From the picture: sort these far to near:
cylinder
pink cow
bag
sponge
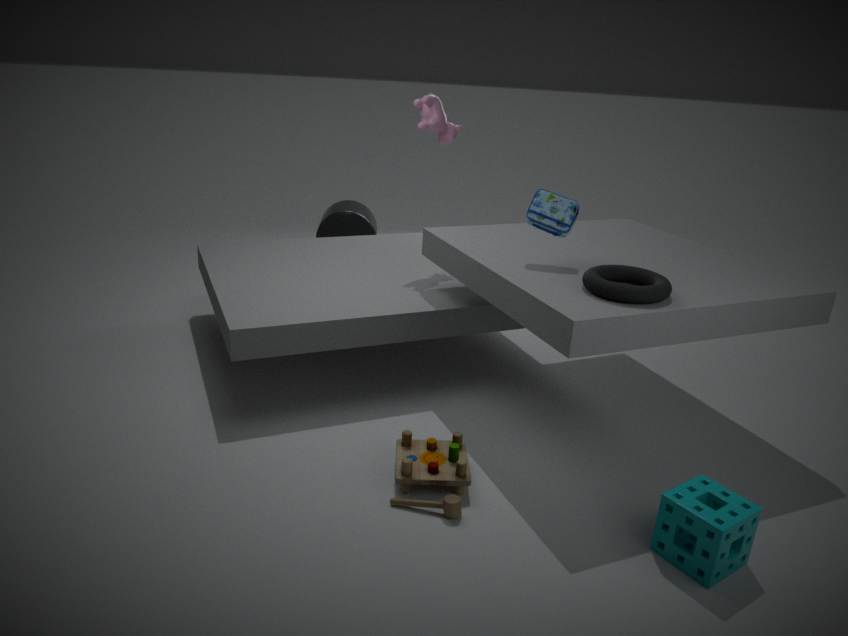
cylinder, pink cow, bag, sponge
